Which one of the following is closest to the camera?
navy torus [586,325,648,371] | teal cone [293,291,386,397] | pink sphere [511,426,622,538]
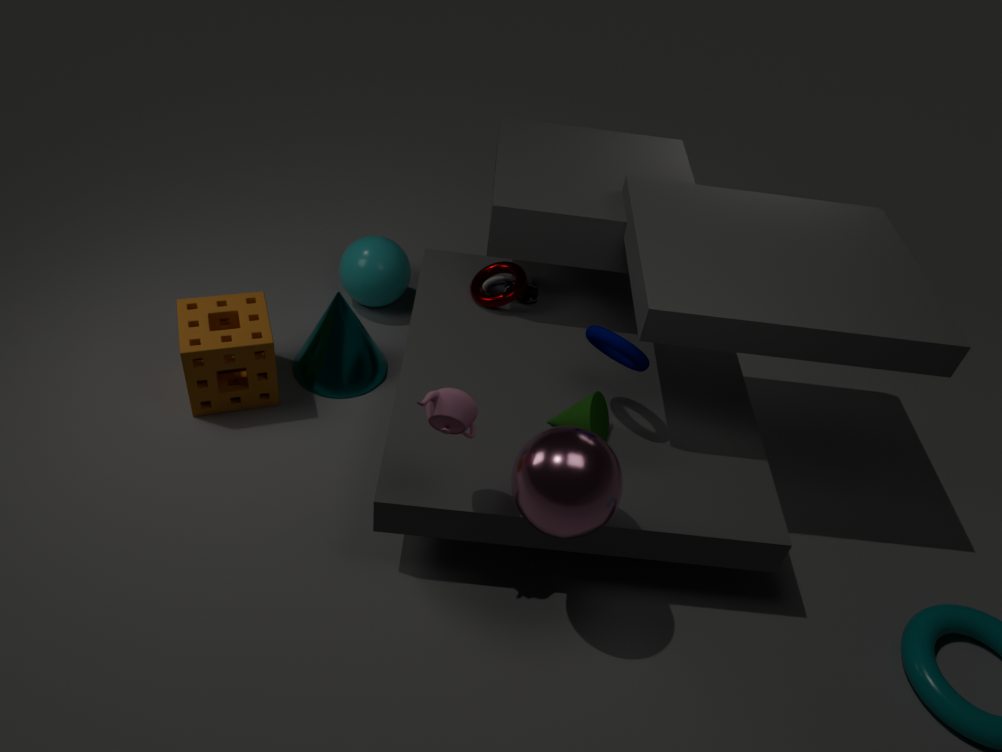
pink sphere [511,426,622,538]
